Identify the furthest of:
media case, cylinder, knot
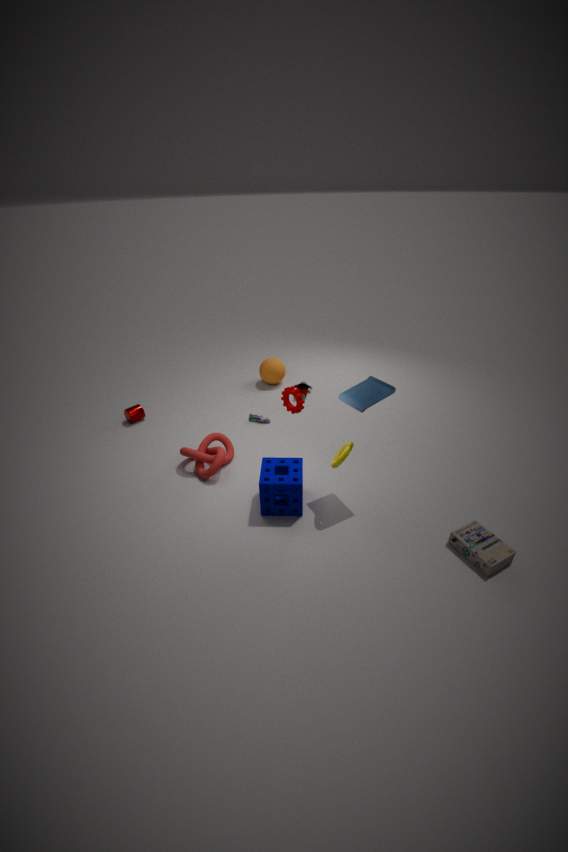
cylinder
